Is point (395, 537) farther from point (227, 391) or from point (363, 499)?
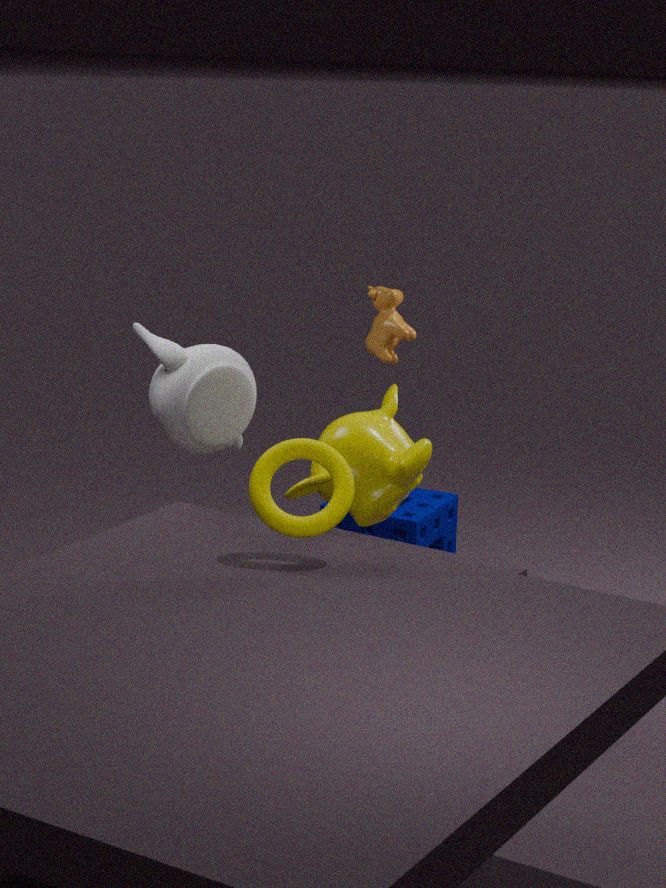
point (227, 391)
